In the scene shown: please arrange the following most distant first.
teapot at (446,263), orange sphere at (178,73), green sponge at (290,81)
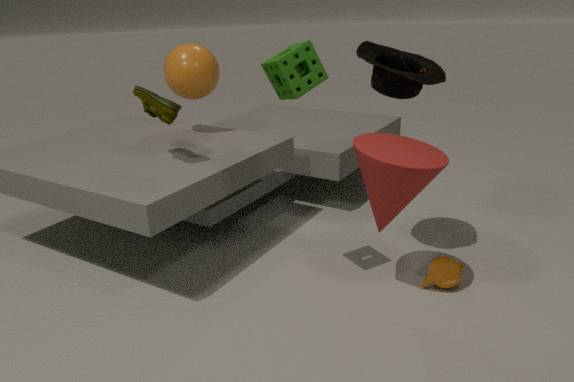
orange sphere at (178,73)
teapot at (446,263)
green sponge at (290,81)
